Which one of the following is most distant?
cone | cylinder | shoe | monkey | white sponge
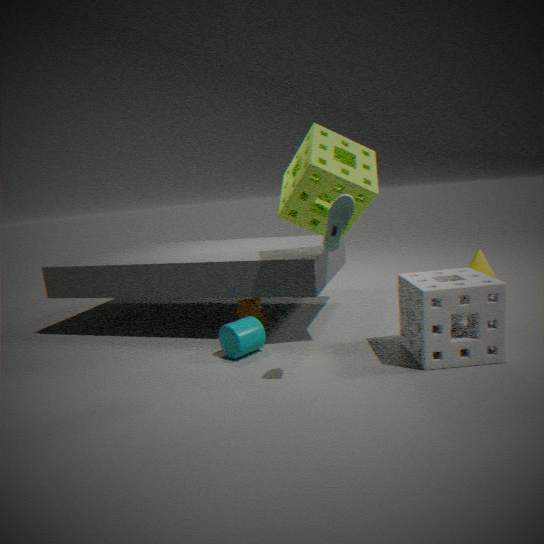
cone
